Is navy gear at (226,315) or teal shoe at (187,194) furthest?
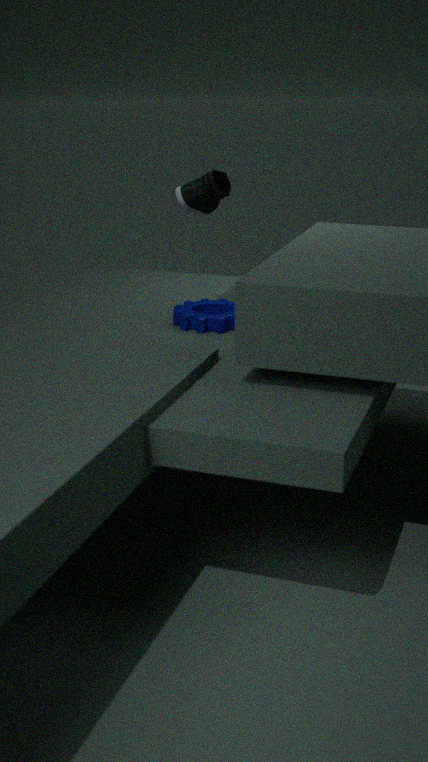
teal shoe at (187,194)
